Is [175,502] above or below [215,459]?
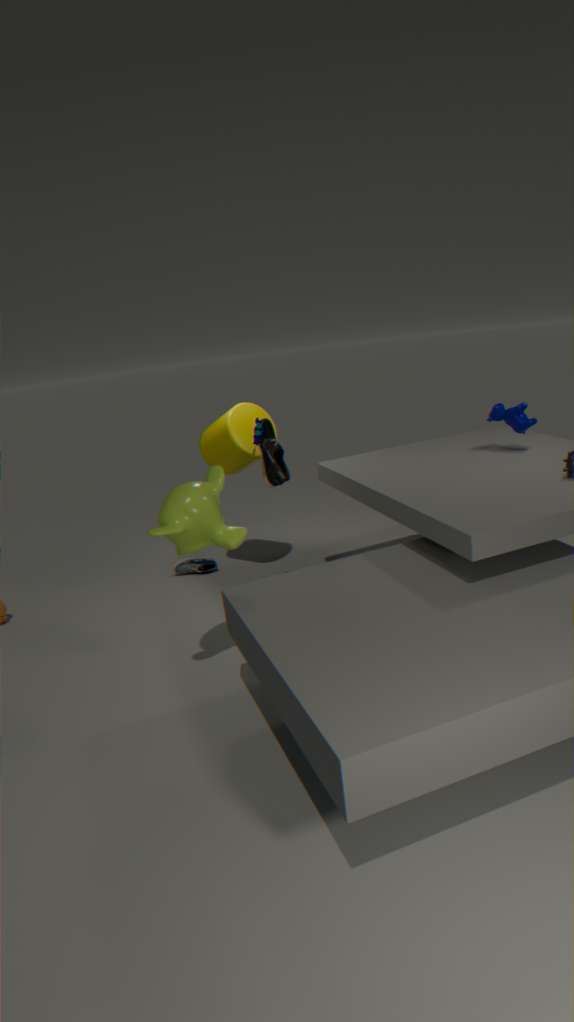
below
